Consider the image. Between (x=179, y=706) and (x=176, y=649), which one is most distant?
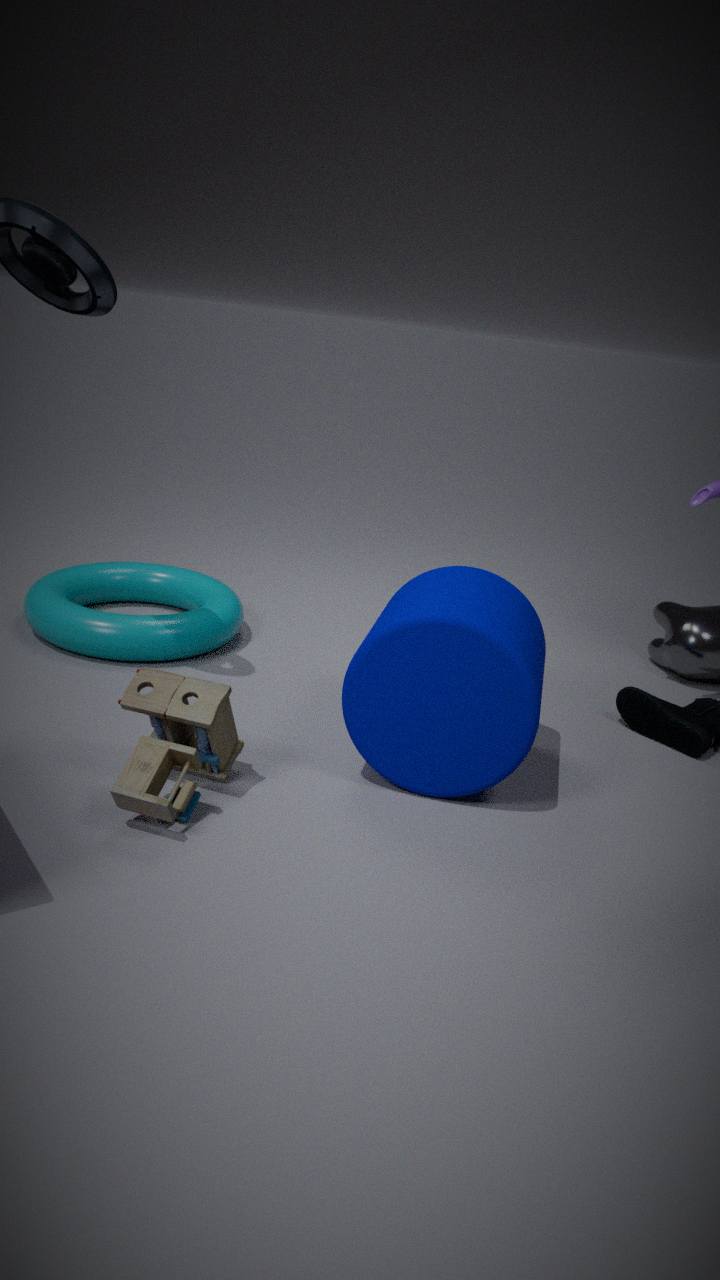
(x=176, y=649)
